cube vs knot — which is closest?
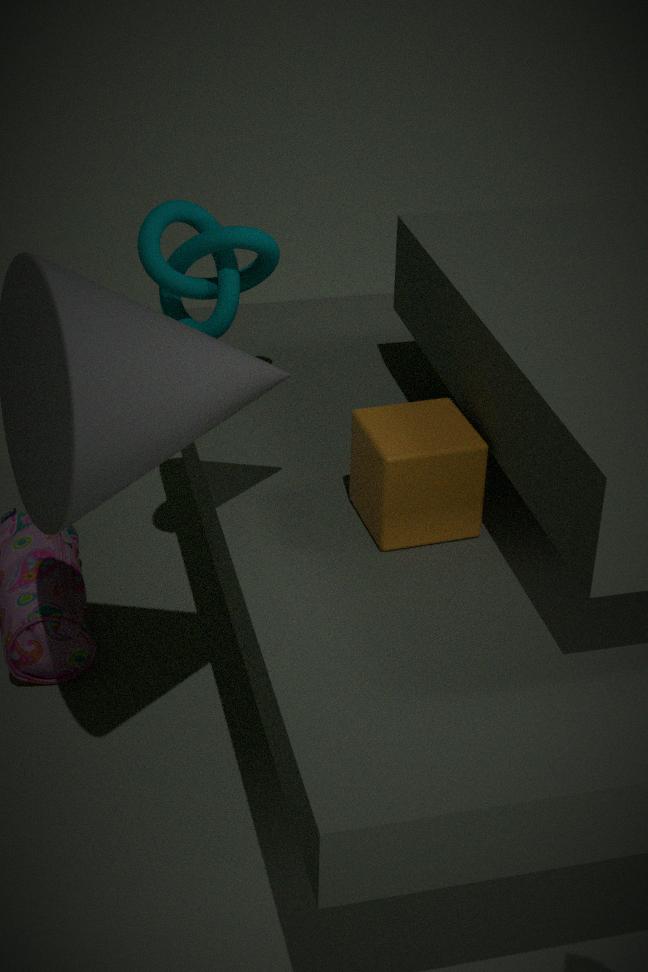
cube
